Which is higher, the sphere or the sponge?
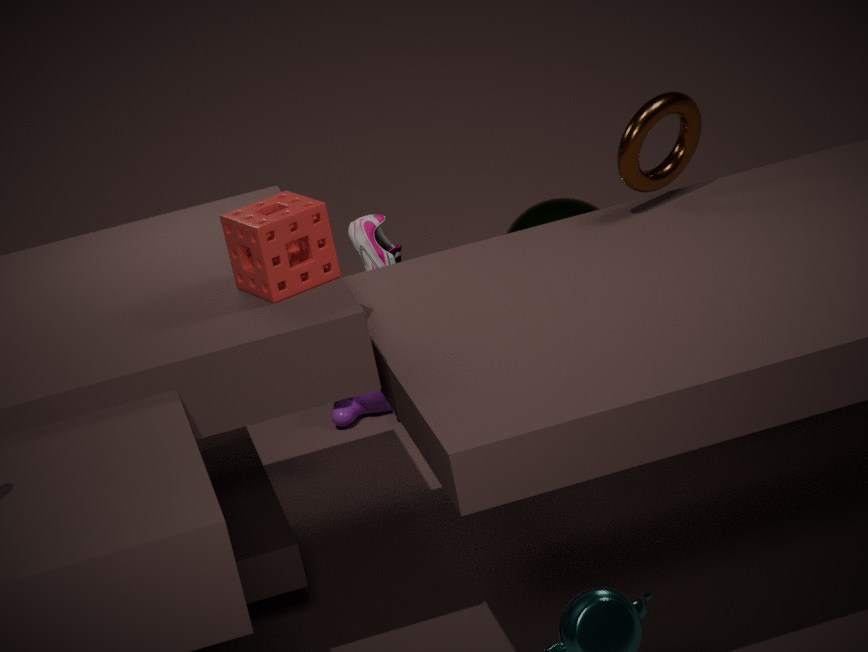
the sponge
